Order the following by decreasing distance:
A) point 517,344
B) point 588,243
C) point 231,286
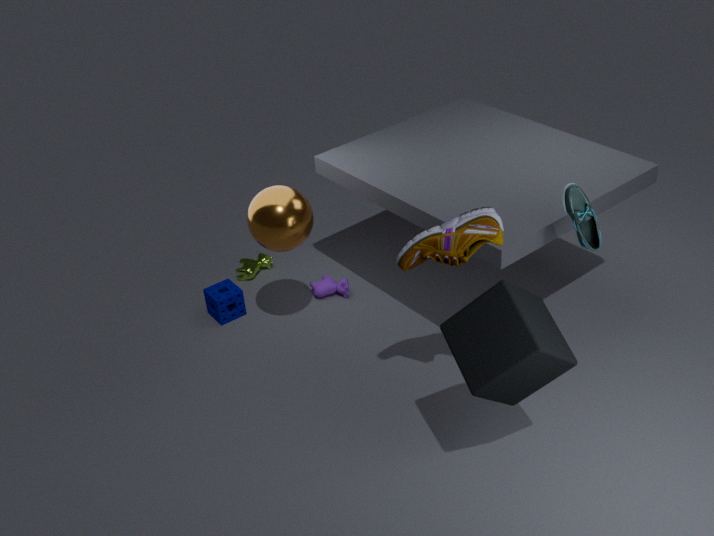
1. point 231,286
2. point 588,243
3. point 517,344
